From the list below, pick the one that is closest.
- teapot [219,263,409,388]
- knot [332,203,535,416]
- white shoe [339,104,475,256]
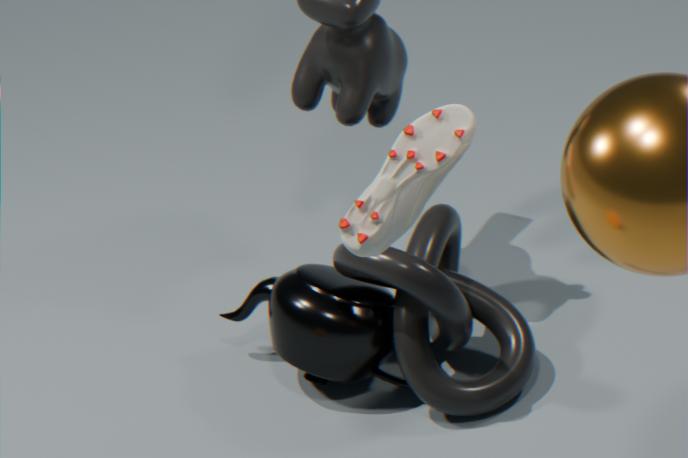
white shoe [339,104,475,256]
